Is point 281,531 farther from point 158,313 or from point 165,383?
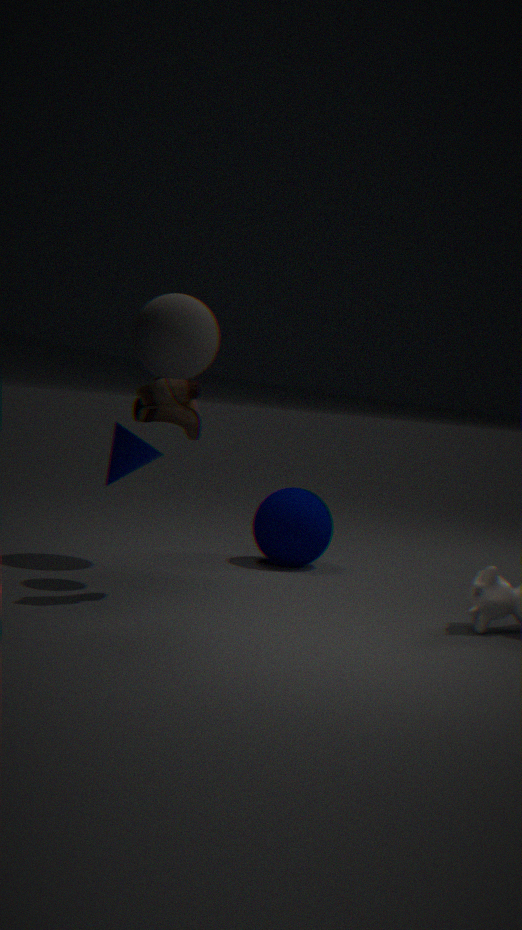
point 165,383
